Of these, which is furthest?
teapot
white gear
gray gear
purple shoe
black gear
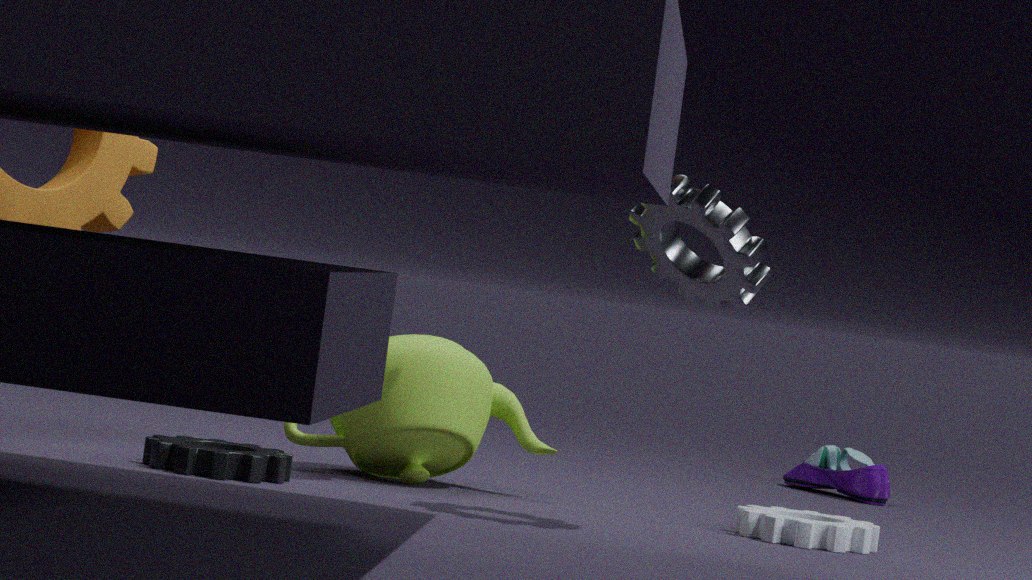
purple shoe
